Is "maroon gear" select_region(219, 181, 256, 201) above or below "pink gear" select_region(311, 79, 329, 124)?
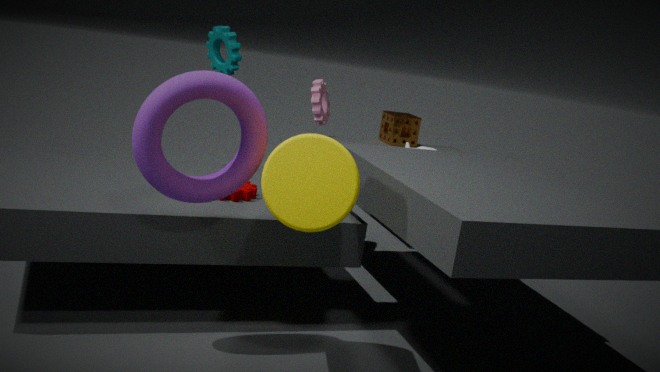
below
